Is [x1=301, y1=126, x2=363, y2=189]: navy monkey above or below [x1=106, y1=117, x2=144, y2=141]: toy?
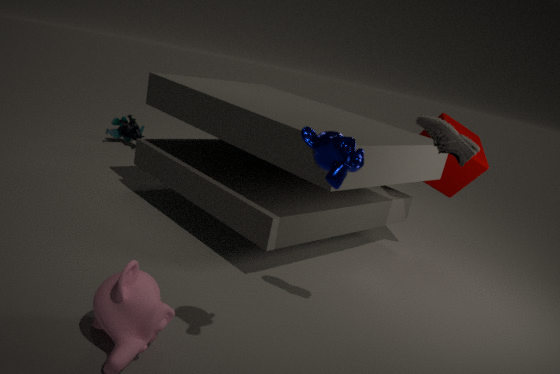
above
